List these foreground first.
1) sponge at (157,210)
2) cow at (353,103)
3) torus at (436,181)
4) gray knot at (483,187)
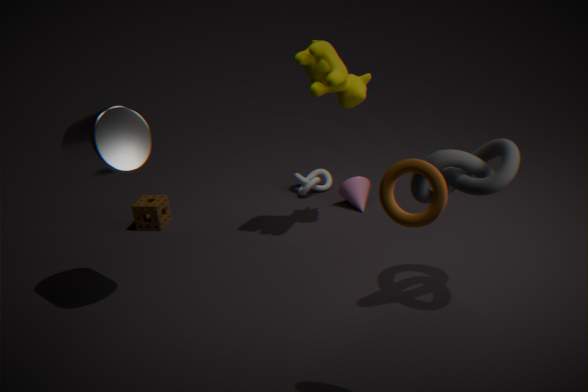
3. torus at (436,181) < 4. gray knot at (483,187) < 2. cow at (353,103) < 1. sponge at (157,210)
